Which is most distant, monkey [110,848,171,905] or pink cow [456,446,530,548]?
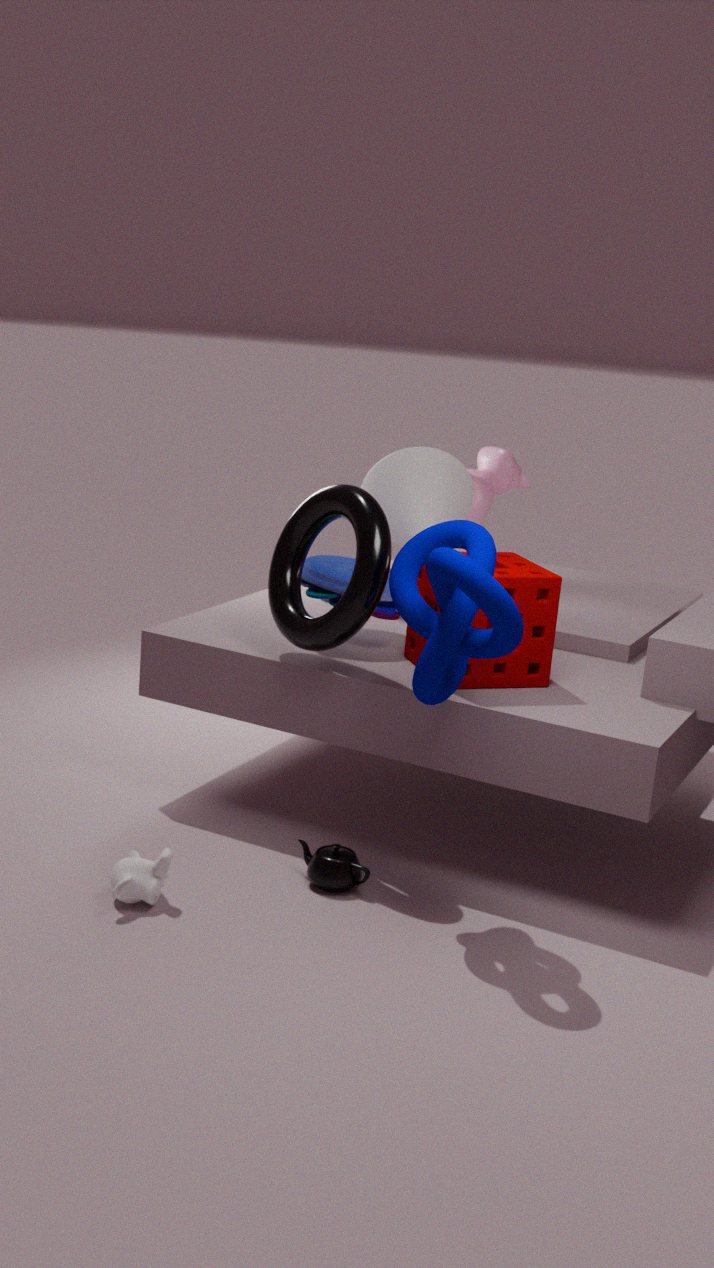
pink cow [456,446,530,548]
